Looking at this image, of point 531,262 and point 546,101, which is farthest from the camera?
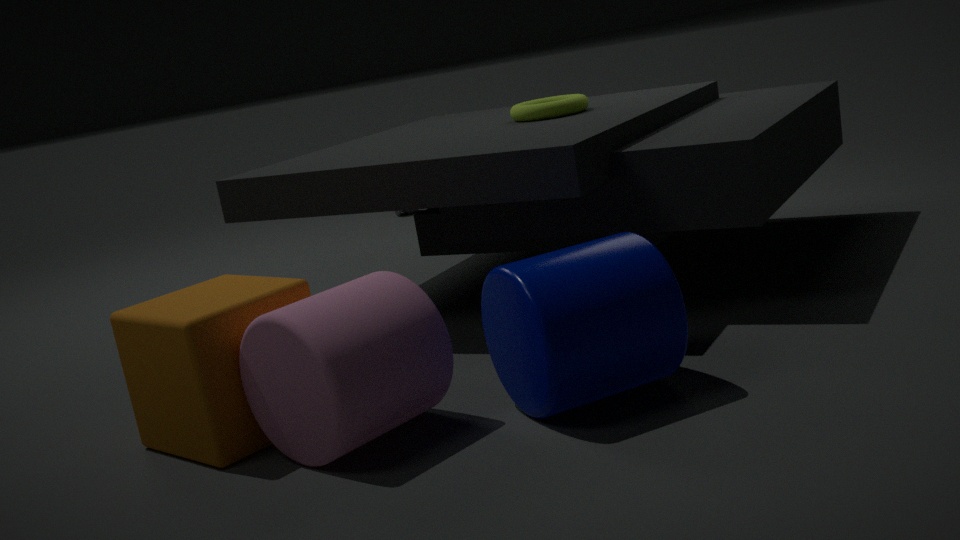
point 546,101
